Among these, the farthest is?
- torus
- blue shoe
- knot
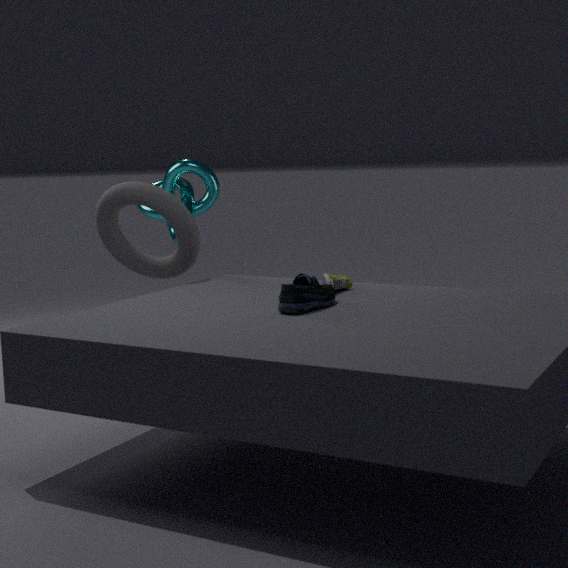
knot
